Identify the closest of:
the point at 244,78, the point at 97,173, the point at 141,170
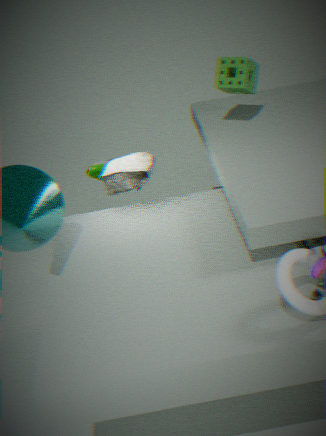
the point at 141,170
